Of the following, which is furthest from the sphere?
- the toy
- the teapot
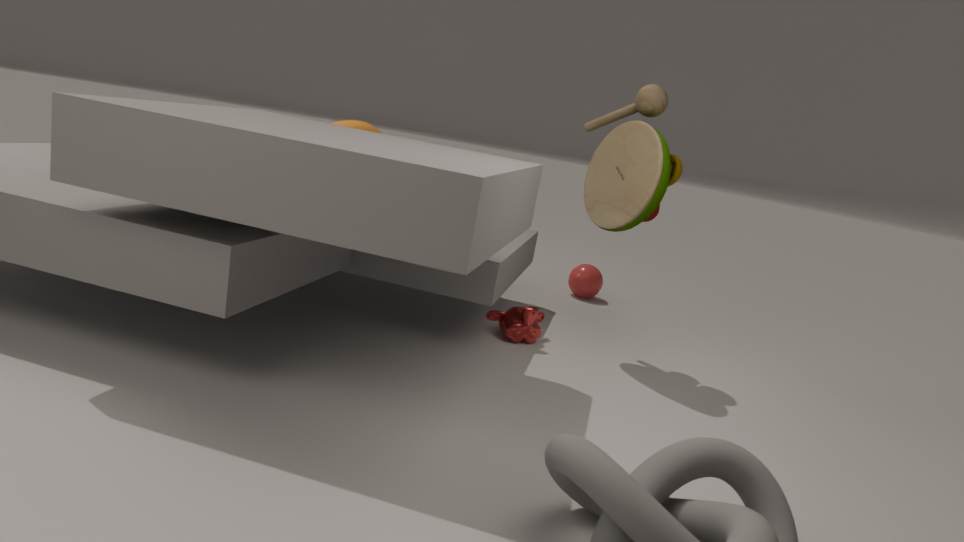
the teapot
